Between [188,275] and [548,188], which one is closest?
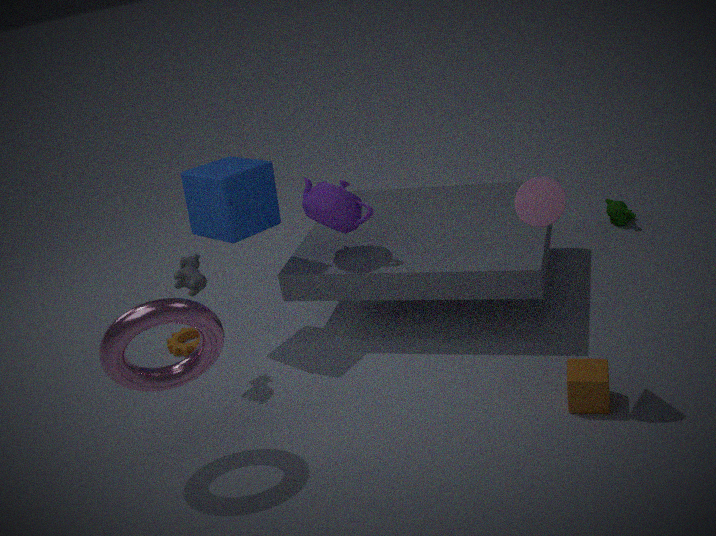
[548,188]
